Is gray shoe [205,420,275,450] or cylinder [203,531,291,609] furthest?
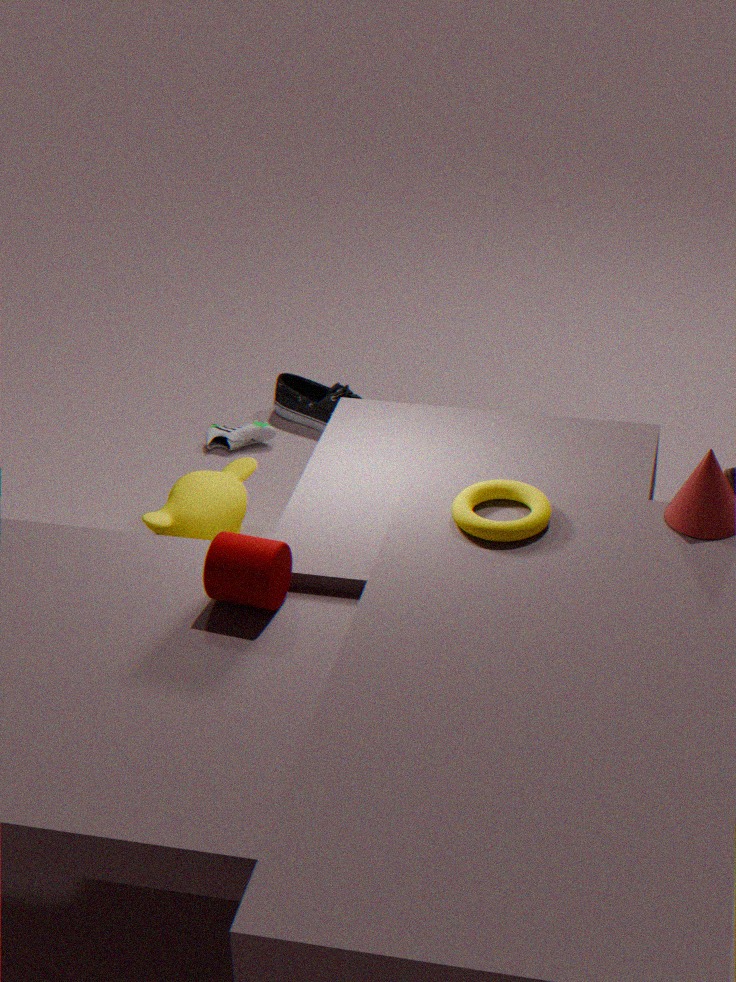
gray shoe [205,420,275,450]
